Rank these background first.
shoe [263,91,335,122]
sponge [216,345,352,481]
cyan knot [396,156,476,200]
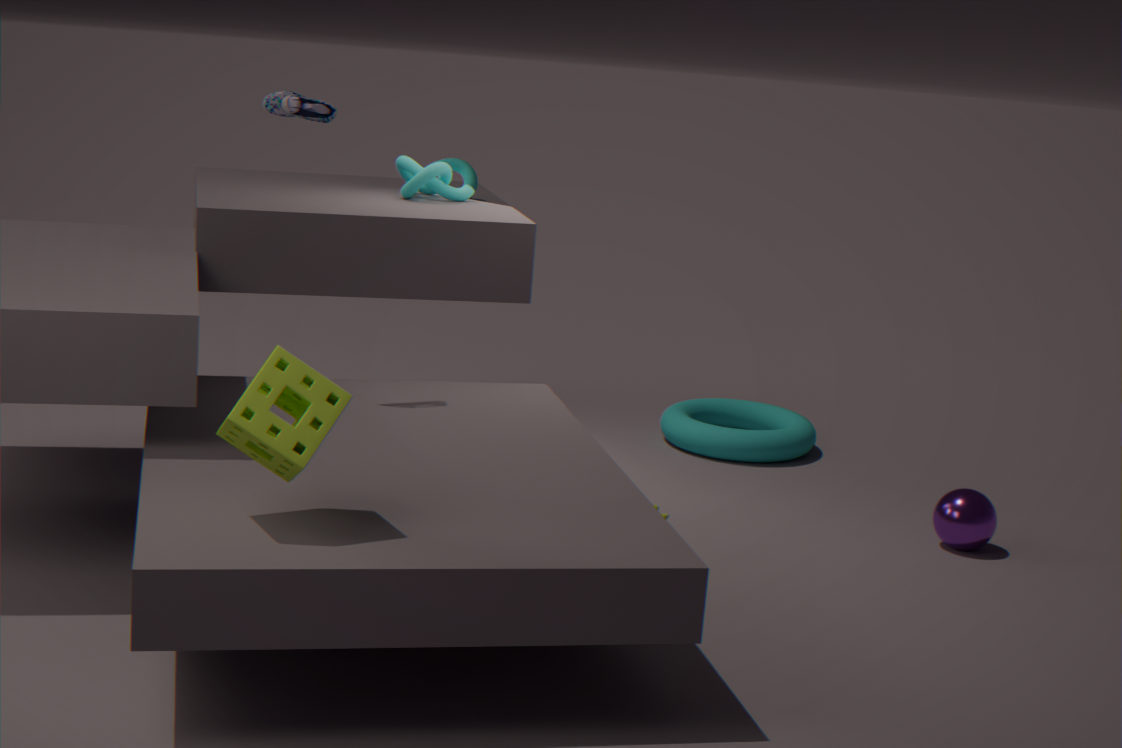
1. cyan knot [396,156,476,200]
2. shoe [263,91,335,122]
3. sponge [216,345,352,481]
